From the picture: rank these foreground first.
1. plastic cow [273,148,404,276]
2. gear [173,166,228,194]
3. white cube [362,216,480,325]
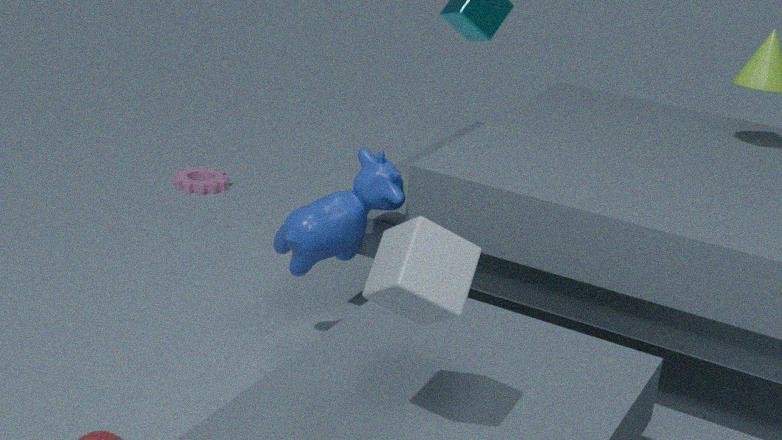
1. white cube [362,216,480,325]
2. plastic cow [273,148,404,276]
3. gear [173,166,228,194]
